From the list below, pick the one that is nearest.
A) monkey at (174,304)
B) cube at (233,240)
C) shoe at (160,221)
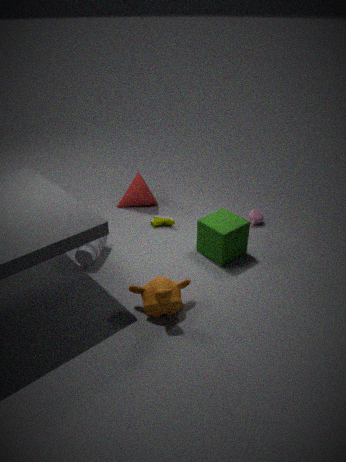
monkey at (174,304)
